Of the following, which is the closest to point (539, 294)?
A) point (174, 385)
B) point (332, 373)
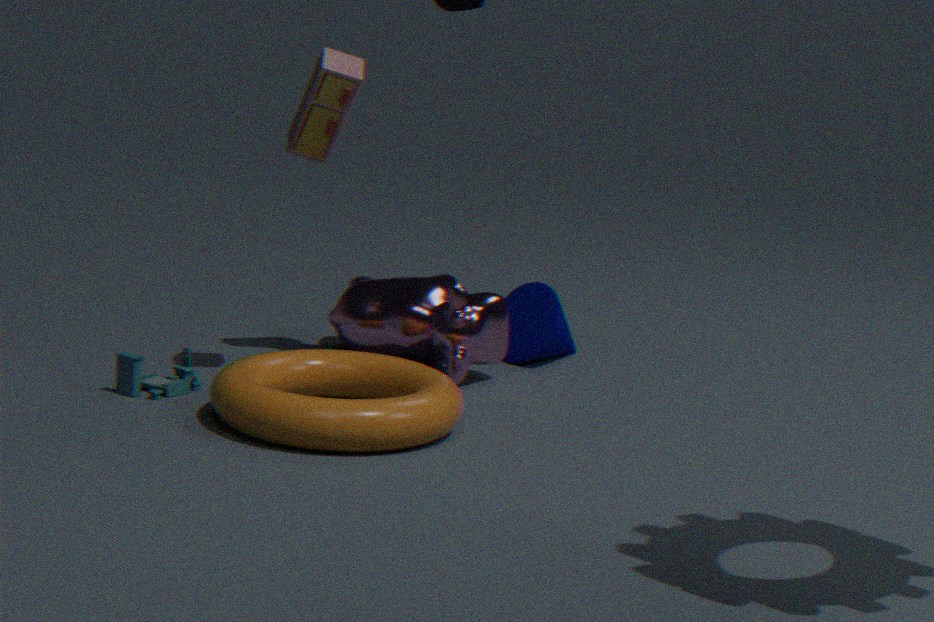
point (332, 373)
